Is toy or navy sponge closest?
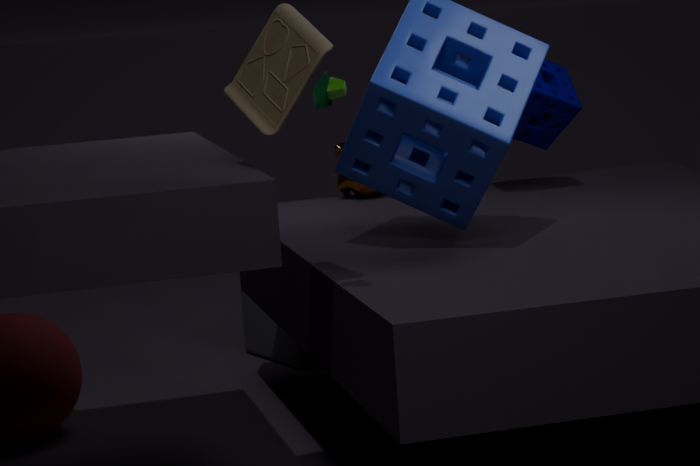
toy
